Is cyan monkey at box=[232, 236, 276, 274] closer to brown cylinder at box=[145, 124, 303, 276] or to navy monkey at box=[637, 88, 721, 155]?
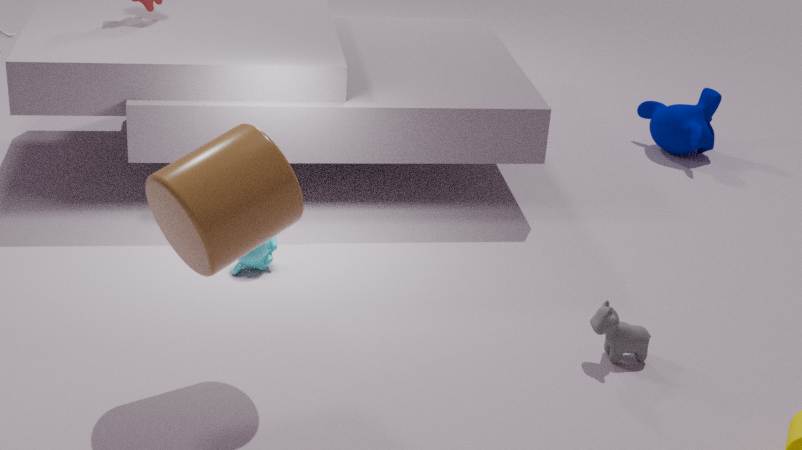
brown cylinder at box=[145, 124, 303, 276]
